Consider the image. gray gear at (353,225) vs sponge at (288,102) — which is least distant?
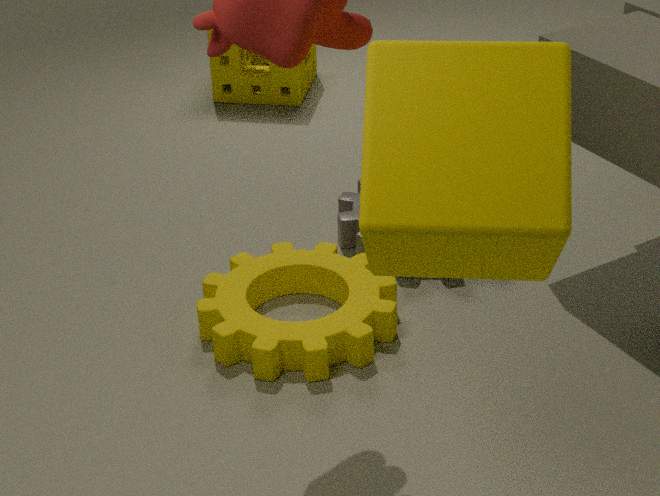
gray gear at (353,225)
